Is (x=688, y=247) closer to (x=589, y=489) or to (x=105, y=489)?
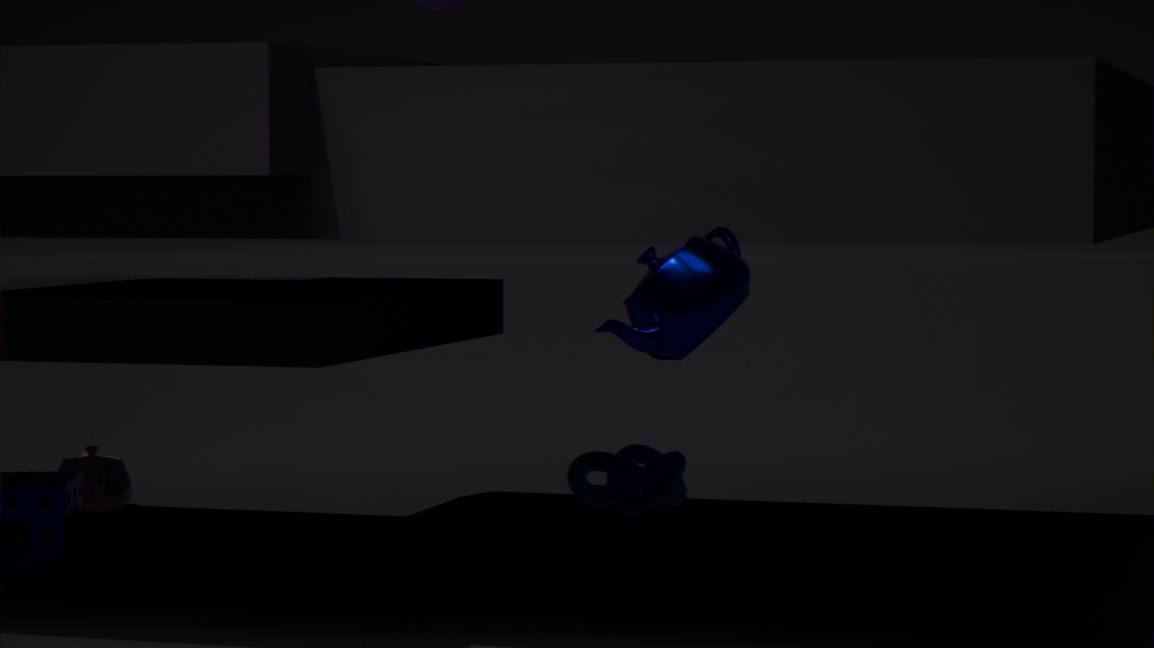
(x=589, y=489)
